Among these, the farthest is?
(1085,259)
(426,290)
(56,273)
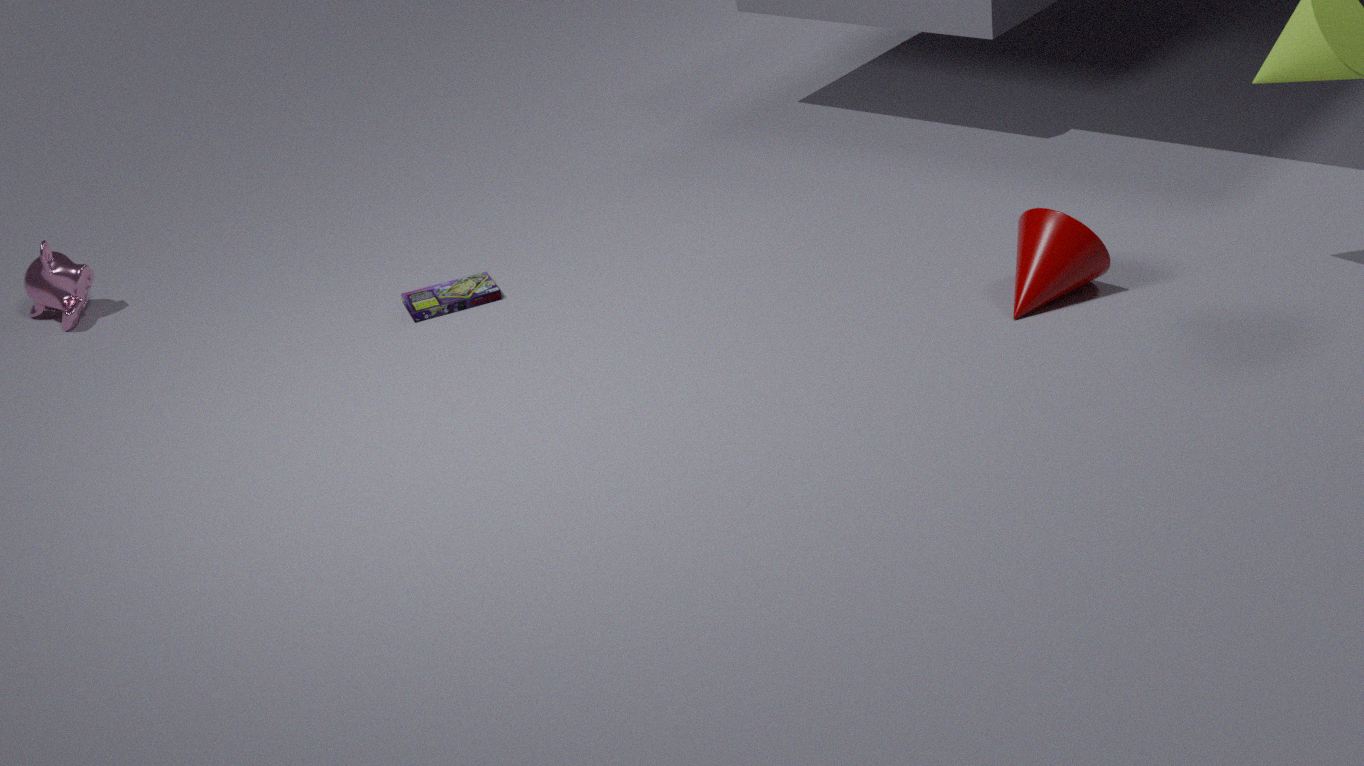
(56,273)
